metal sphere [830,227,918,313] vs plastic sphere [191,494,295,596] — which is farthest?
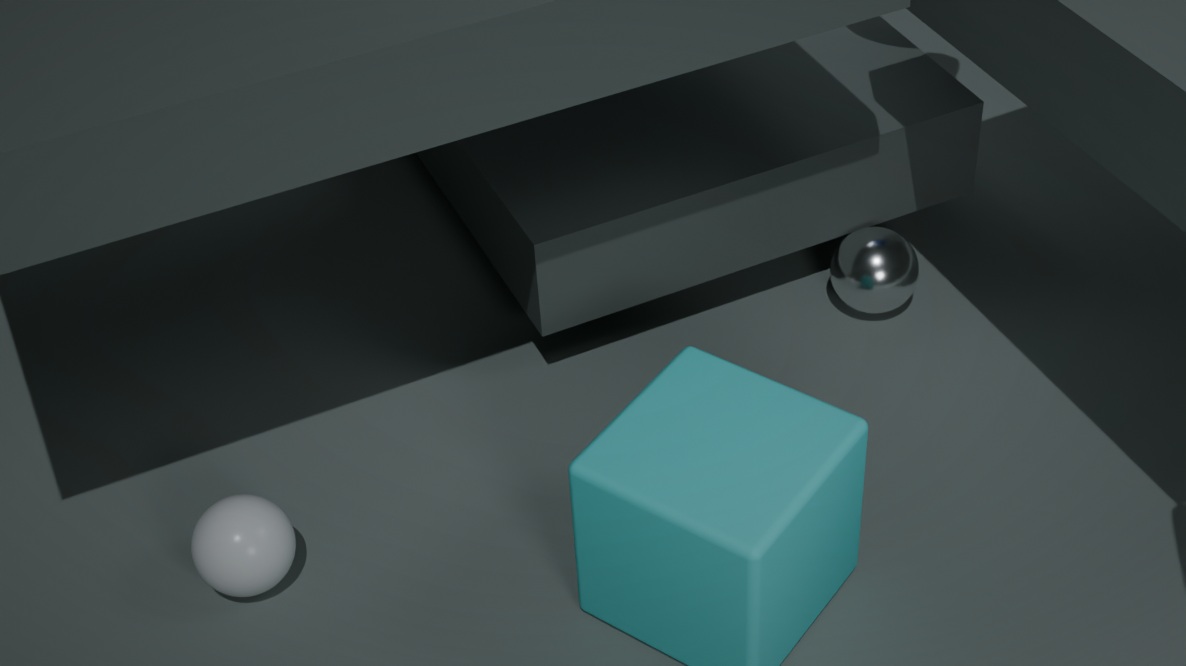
metal sphere [830,227,918,313]
